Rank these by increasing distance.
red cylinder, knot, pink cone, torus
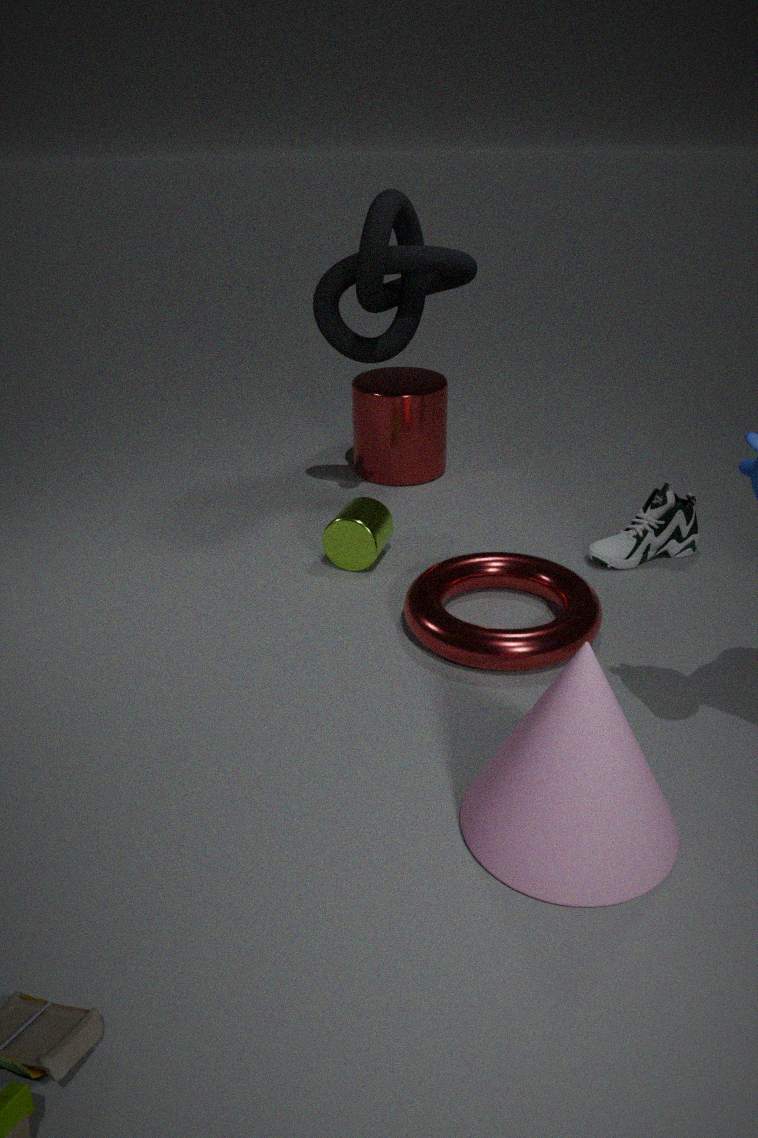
pink cone, torus, knot, red cylinder
